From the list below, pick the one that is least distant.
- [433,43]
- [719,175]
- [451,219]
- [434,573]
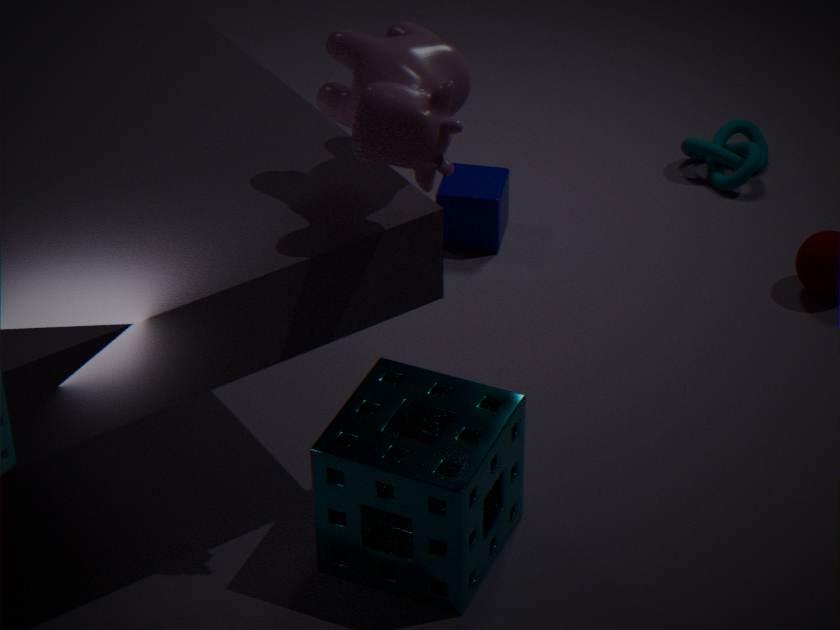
[433,43]
